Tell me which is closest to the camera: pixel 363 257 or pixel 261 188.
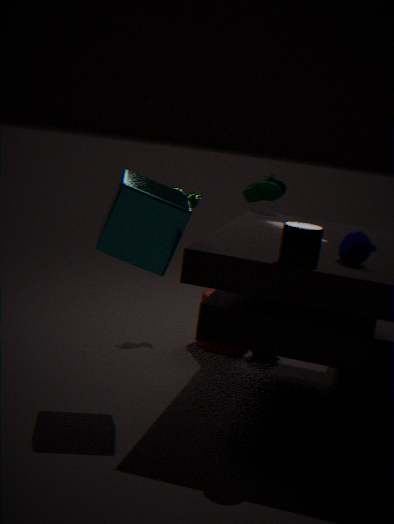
Result: pixel 363 257
